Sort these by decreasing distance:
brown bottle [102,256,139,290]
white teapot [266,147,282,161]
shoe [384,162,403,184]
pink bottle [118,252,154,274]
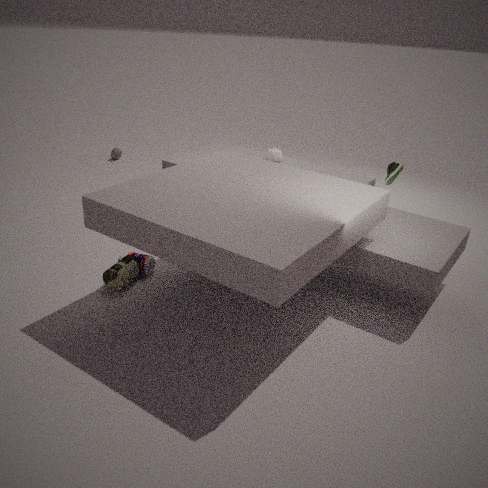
white teapot [266,147,282,161]
shoe [384,162,403,184]
pink bottle [118,252,154,274]
brown bottle [102,256,139,290]
